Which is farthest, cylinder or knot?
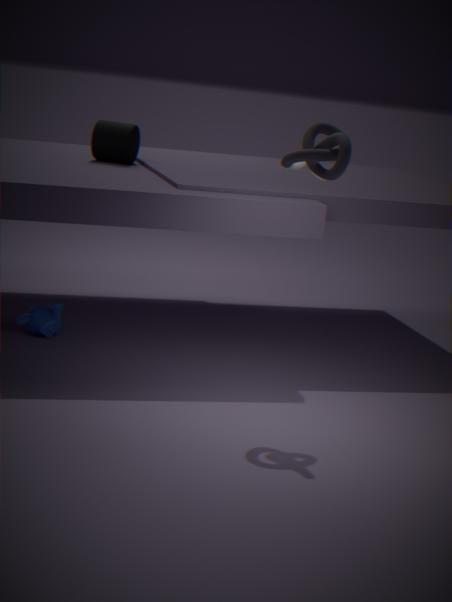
cylinder
